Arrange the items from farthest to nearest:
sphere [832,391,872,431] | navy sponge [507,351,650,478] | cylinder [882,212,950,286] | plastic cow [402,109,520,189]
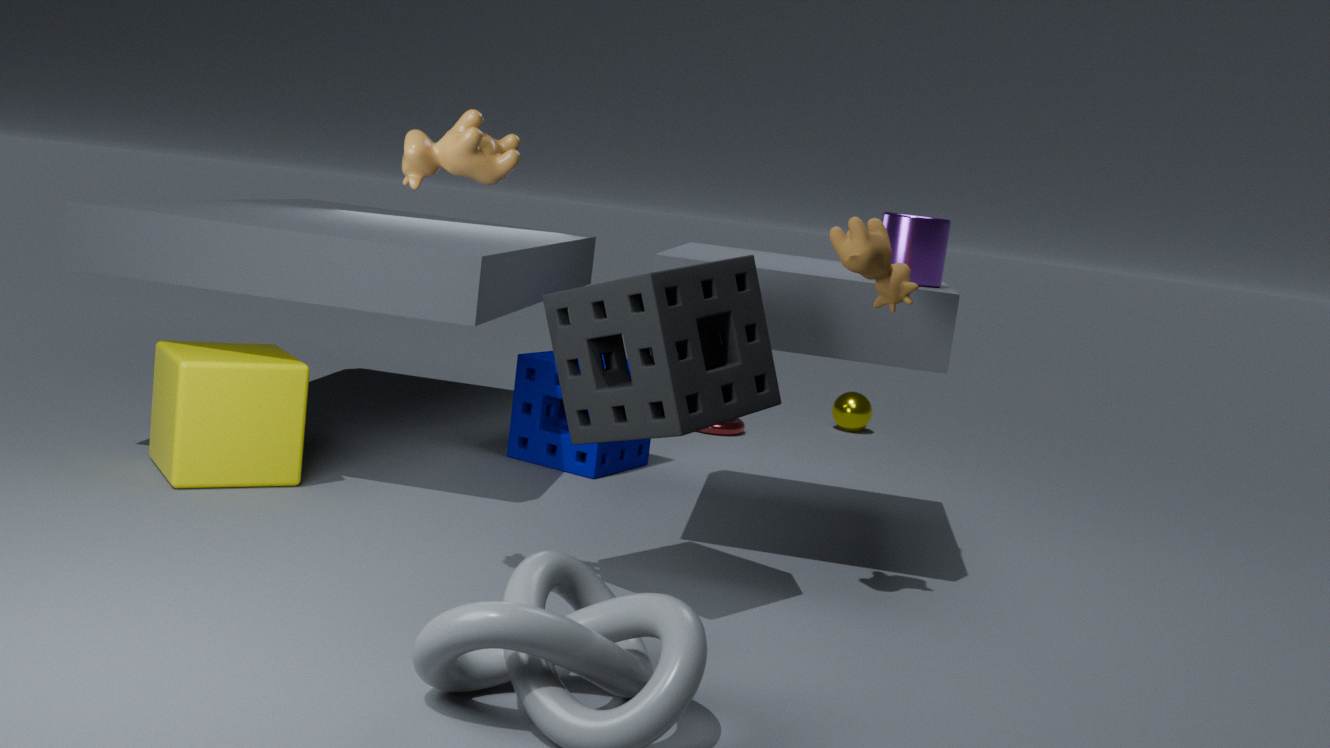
sphere [832,391,872,431] < navy sponge [507,351,650,478] < cylinder [882,212,950,286] < plastic cow [402,109,520,189]
